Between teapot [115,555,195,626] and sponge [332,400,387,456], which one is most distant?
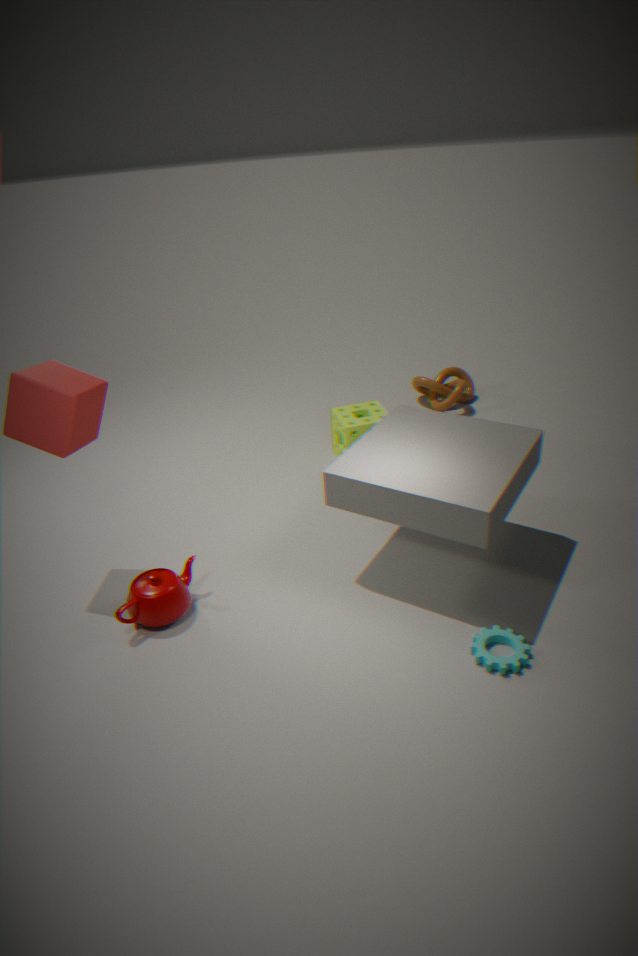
sponge [332,400,387,456]
